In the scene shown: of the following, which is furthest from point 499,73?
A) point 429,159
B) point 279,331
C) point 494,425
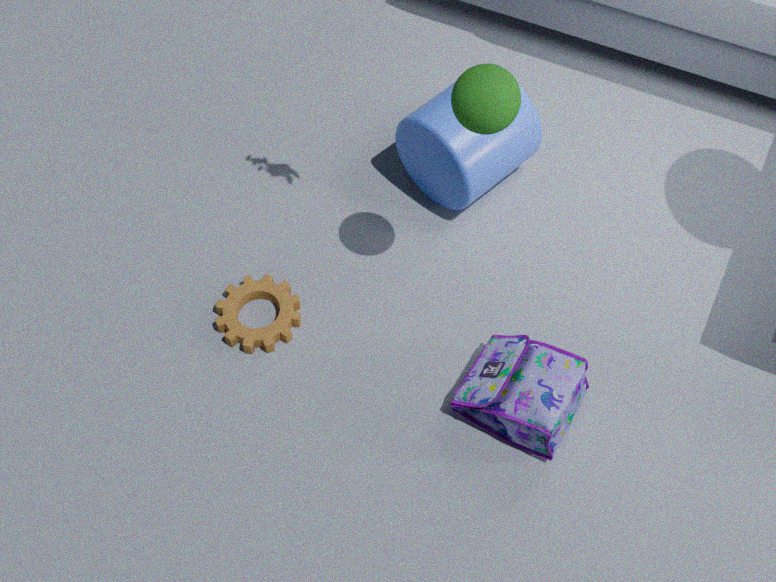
point 279,331
